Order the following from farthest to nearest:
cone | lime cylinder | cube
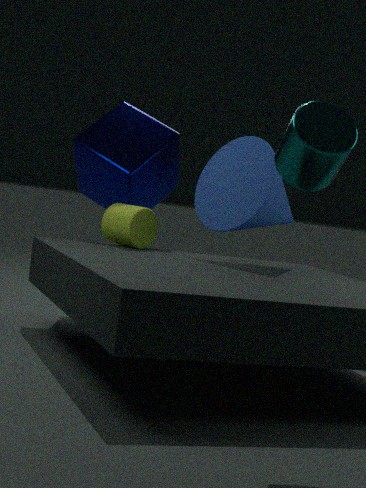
cube < lime cylinder < cone
